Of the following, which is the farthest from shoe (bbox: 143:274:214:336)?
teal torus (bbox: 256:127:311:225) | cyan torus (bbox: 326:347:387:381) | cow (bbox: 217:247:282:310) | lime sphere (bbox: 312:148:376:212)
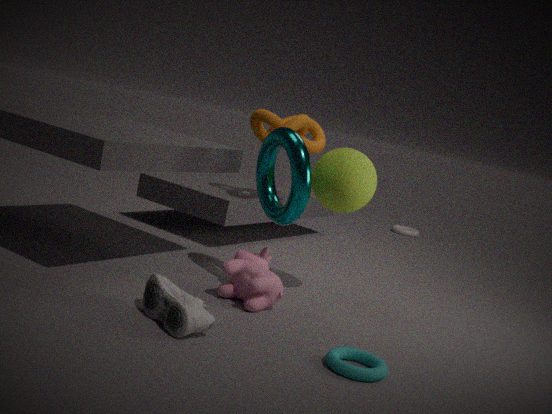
lime sphere (bbox: 312:148:376:212)
